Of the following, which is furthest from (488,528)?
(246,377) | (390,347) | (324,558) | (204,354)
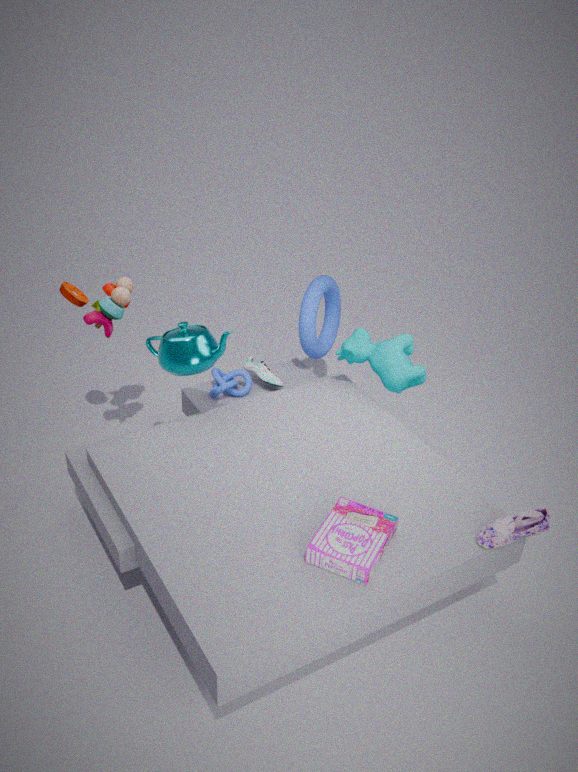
Result: (246,377)
